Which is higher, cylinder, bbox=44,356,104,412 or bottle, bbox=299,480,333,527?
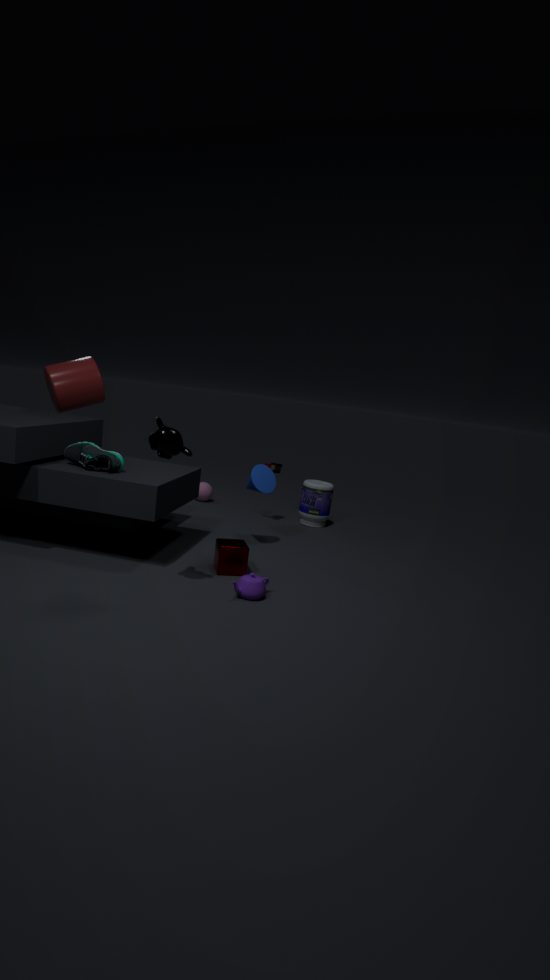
cylinder, bbox=44,356,104,412
